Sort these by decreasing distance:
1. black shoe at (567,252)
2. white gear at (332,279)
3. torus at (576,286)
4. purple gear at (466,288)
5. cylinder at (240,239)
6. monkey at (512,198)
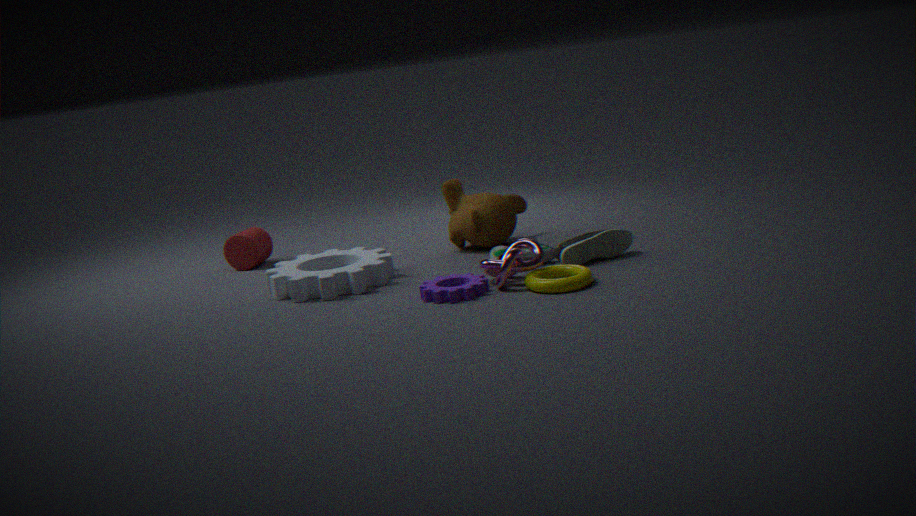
cylinder at (240,239), monkey at (512,198), black shoe at (567,252), white gear at (332,279), purple gear at (466,288), torus at (576,286)
